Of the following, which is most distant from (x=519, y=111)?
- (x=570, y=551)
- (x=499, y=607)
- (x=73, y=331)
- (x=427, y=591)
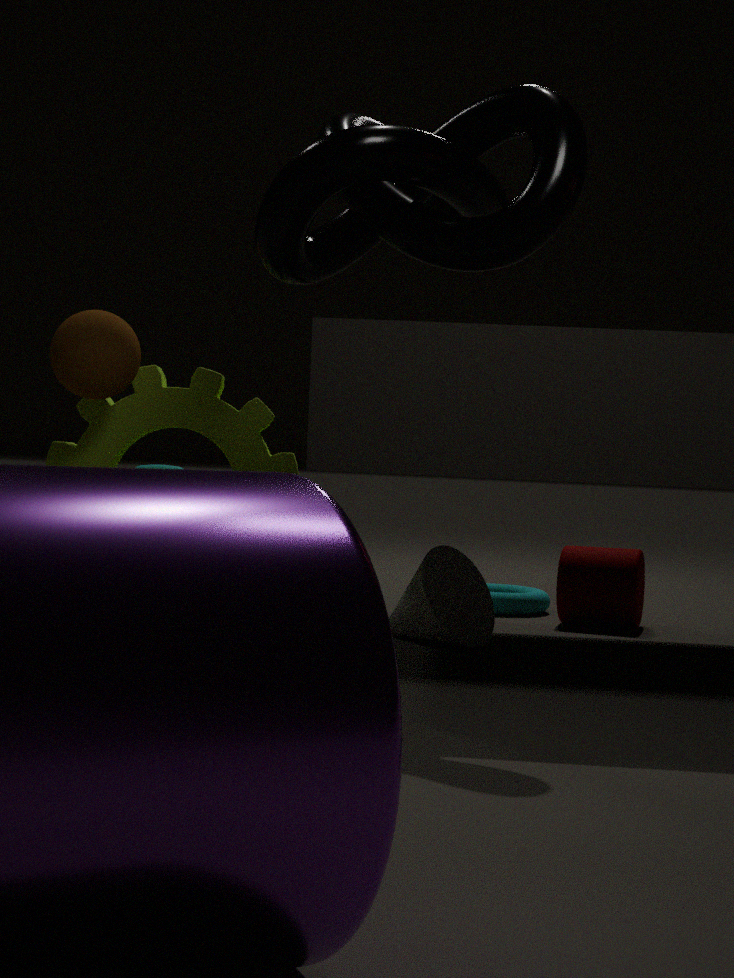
(x=499, y=607)
